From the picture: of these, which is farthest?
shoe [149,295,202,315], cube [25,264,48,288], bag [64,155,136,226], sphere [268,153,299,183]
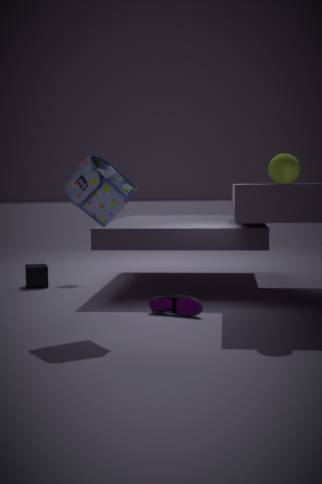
cube [25,264,48,288]
